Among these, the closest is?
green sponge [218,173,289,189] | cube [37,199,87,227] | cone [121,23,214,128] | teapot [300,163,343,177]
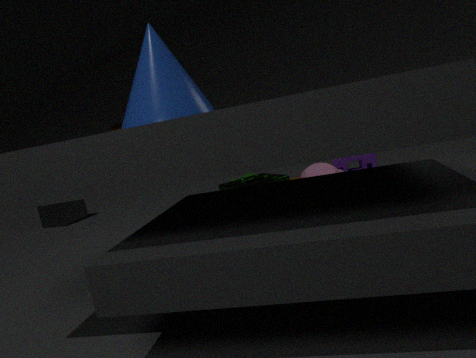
cone [121,23,214,128]
